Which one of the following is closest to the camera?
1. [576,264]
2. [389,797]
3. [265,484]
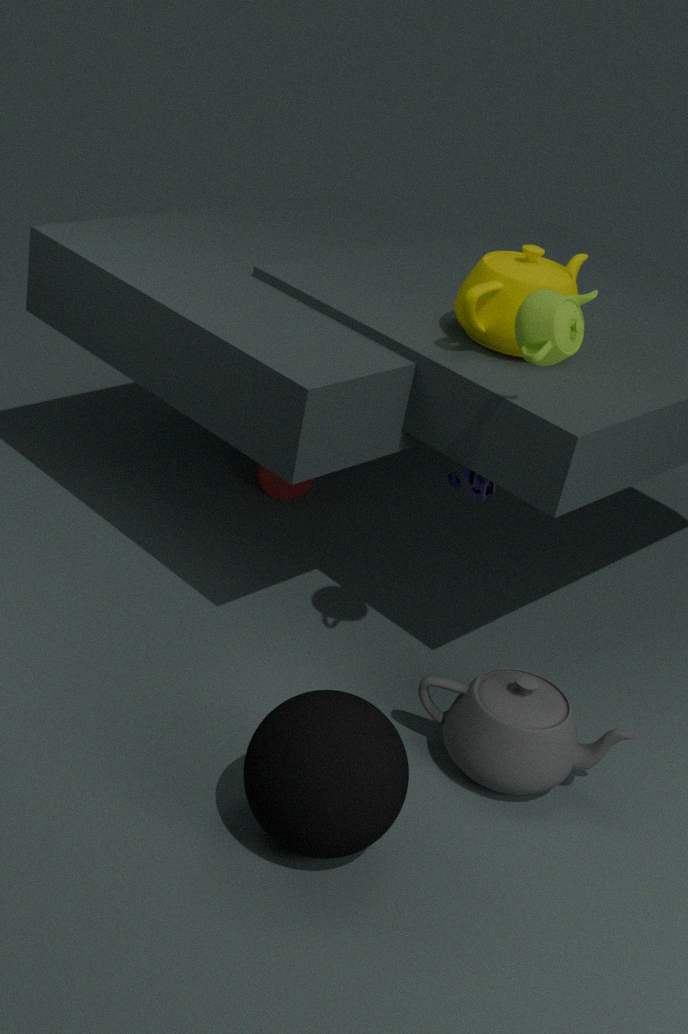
[389,797]
